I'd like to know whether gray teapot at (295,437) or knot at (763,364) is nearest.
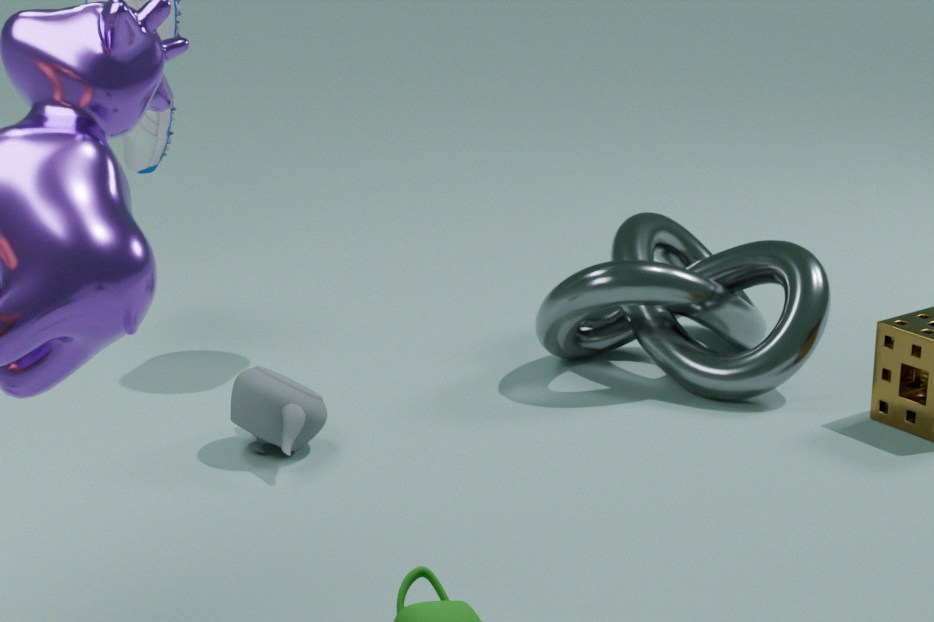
gray teapot at (295,437)
